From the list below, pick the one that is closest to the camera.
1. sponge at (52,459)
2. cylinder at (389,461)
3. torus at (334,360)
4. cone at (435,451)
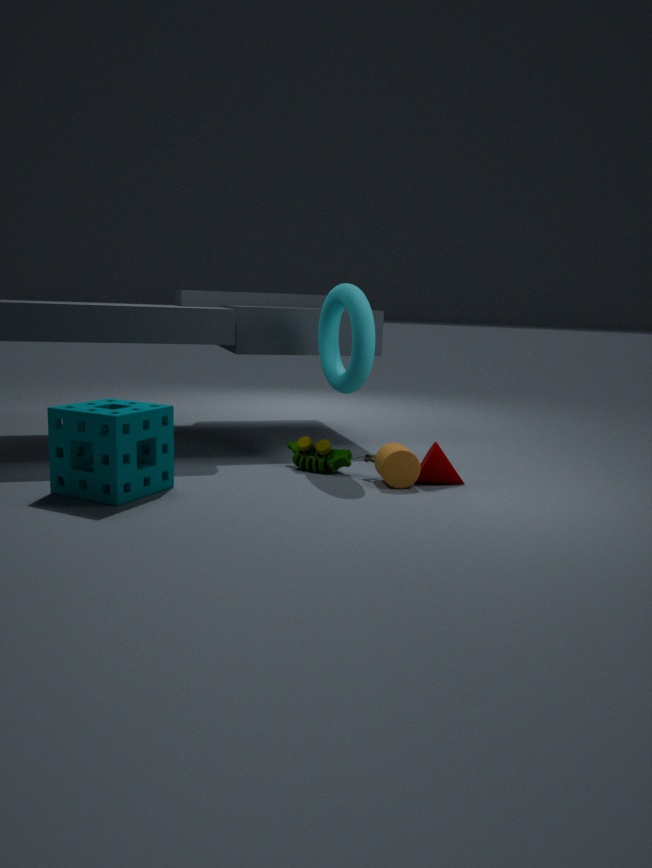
sponge at (52,459)
